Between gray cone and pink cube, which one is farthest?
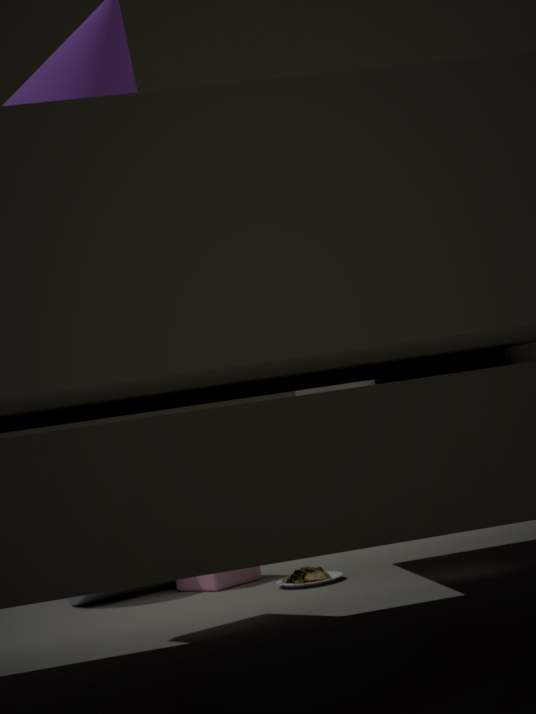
gray cone
